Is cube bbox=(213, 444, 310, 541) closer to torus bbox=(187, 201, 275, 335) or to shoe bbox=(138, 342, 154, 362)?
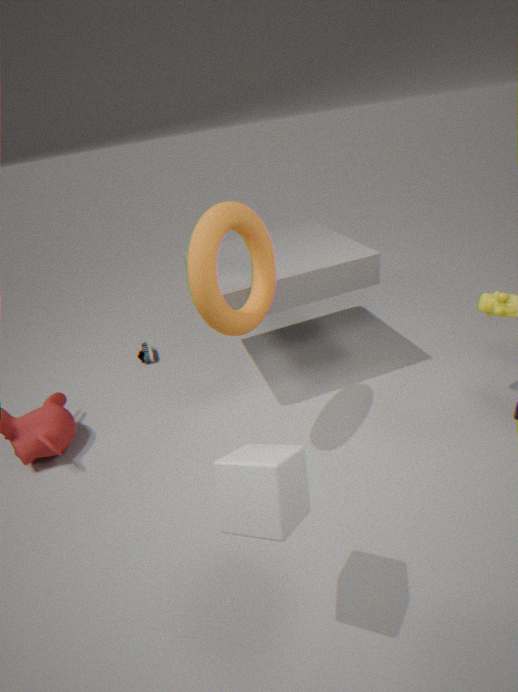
torus bbox=(187, 201, 275, 335)
